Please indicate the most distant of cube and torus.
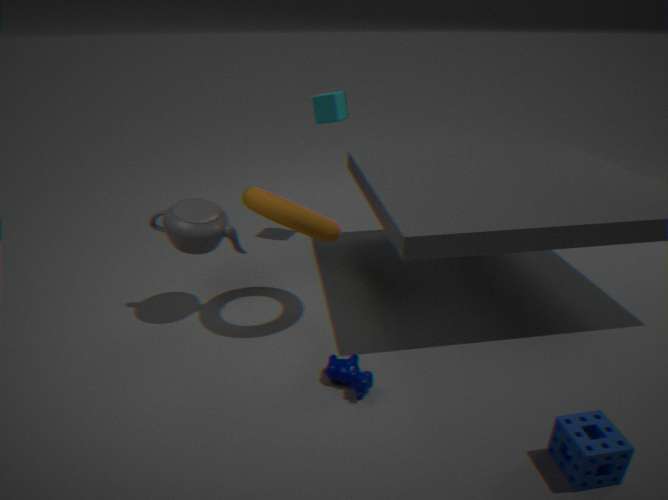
cube
